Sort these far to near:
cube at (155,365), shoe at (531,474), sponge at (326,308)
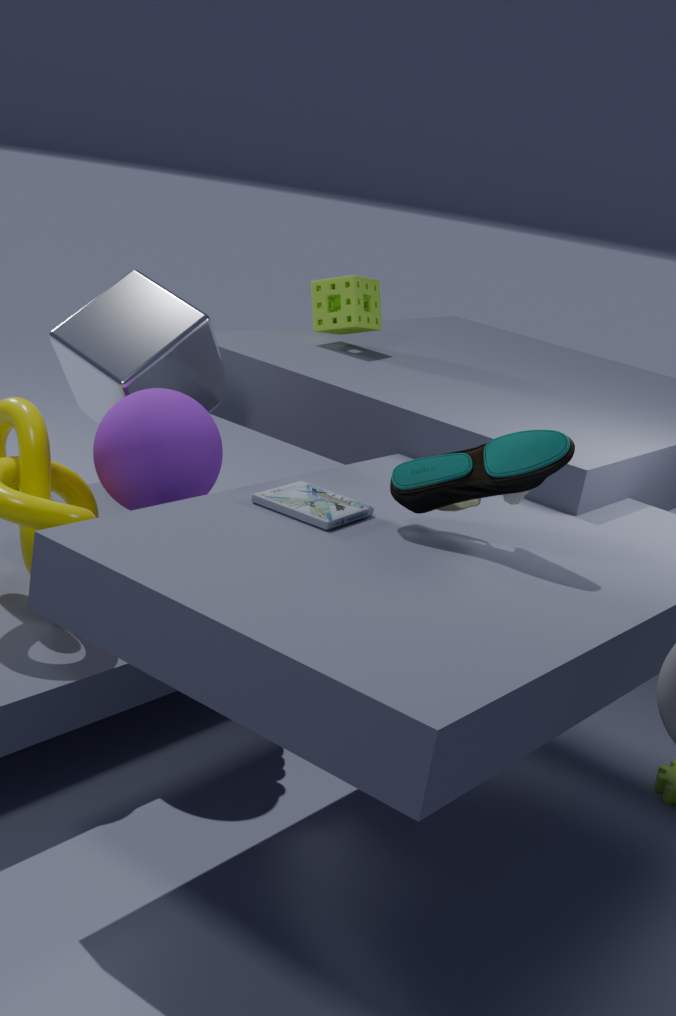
sponge at (326,308), cube at (155,365), shoe at (531,474)
